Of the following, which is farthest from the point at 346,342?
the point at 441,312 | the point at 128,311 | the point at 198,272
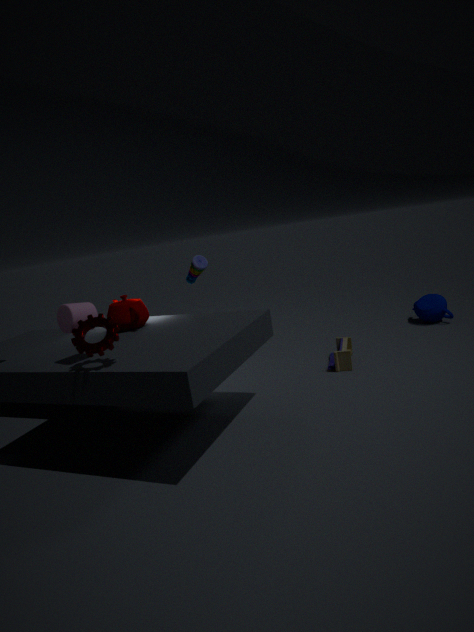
the point at 128,311
